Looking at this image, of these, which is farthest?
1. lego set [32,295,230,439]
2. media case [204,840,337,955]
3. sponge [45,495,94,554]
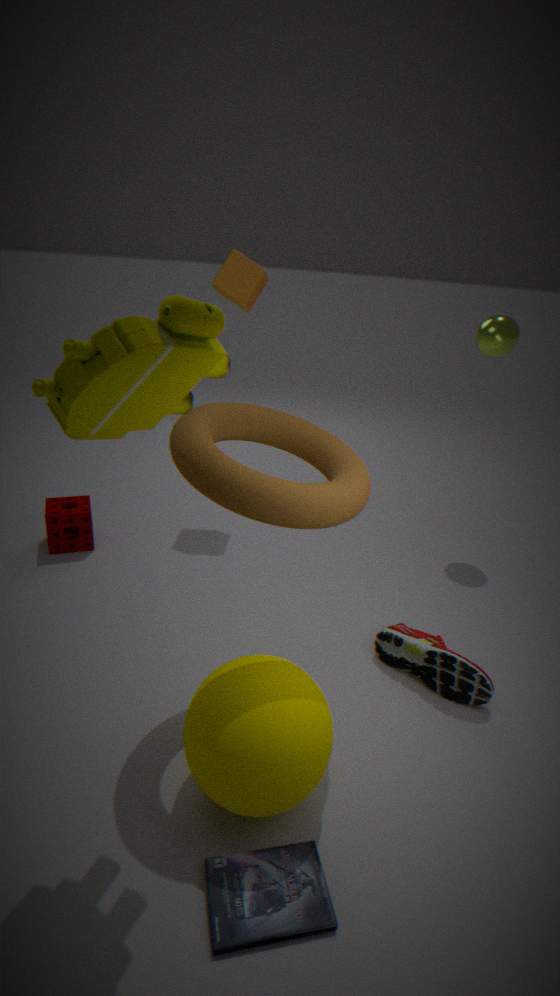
sponge [45,495,94,554]
